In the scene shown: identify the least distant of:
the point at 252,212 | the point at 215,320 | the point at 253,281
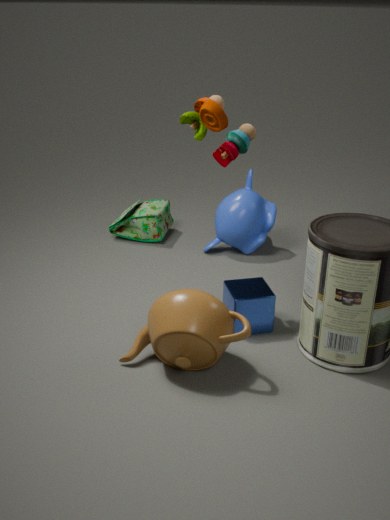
the point at 215,320
